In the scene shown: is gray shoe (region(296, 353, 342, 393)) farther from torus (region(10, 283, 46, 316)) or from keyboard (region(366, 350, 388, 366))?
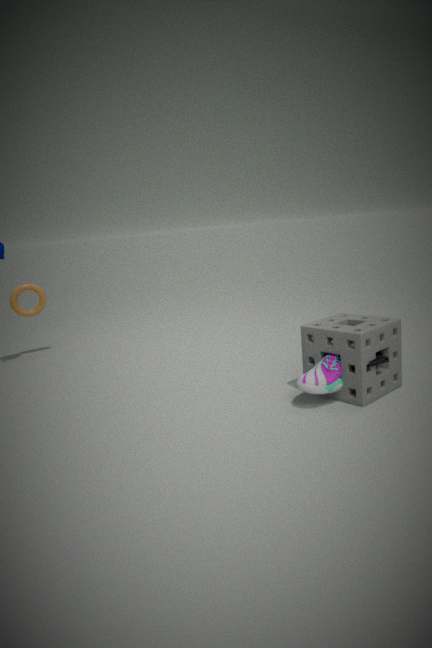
torus (region(10, 283, 46, 316))
